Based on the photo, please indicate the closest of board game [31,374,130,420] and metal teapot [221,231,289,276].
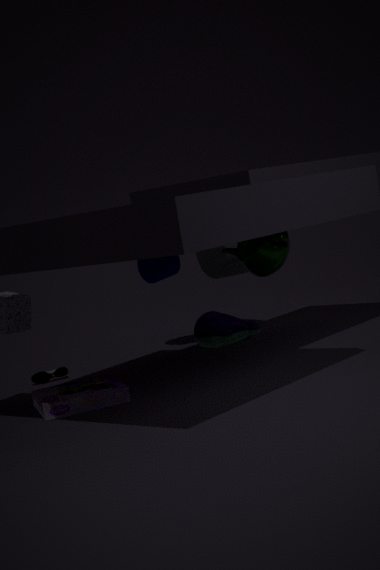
board game [31,374,130,420]
